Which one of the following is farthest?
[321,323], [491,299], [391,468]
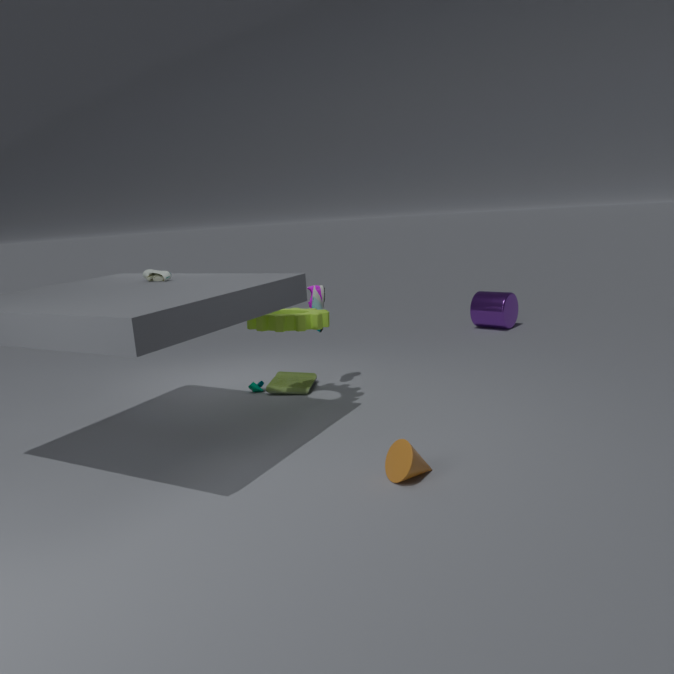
[491,299]
